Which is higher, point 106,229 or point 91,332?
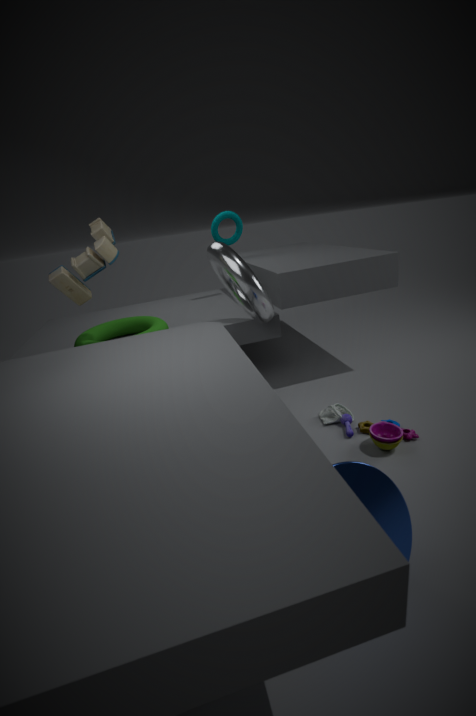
point 106,229
